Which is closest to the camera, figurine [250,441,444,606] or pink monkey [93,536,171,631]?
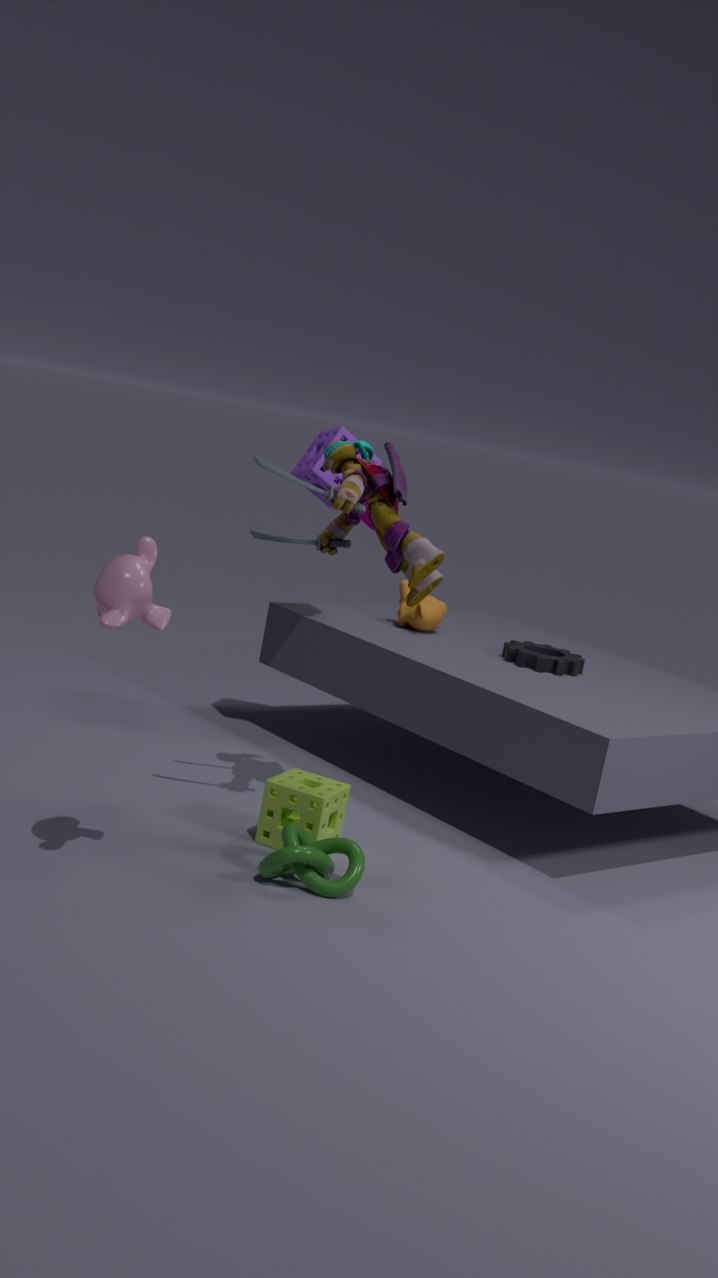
pink monkey [93,536,171,631]
